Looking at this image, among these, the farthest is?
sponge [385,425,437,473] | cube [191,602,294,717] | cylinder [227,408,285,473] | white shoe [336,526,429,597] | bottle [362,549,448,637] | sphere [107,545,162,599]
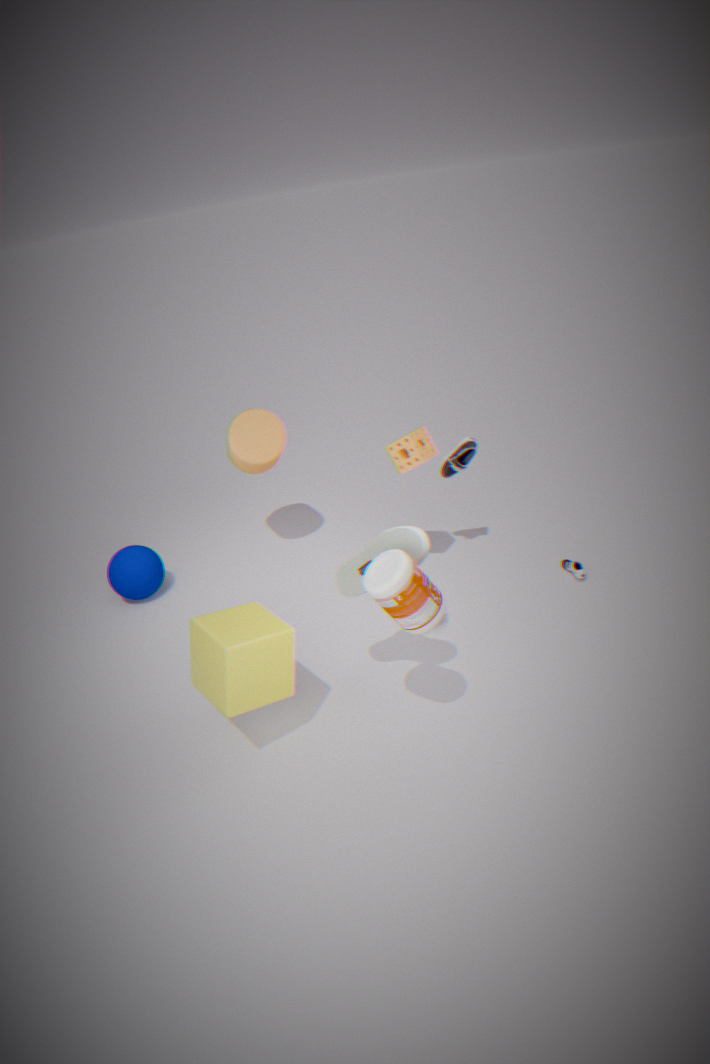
sphere [107,545,162,599]
